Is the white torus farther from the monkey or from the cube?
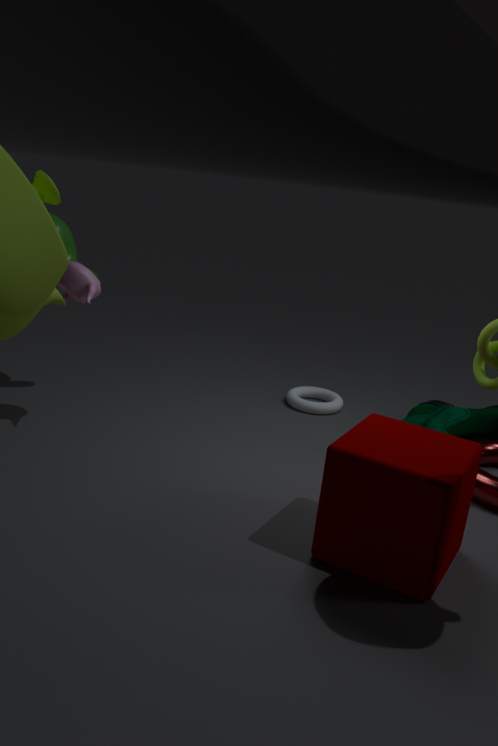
the monkey
